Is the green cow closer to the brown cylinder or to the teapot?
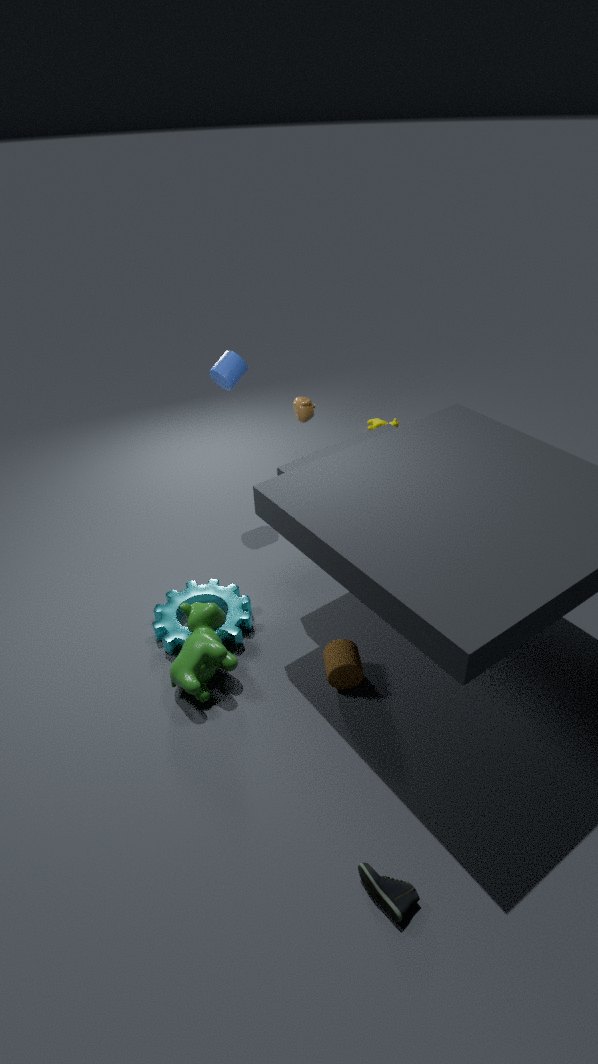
the brown cylinder
